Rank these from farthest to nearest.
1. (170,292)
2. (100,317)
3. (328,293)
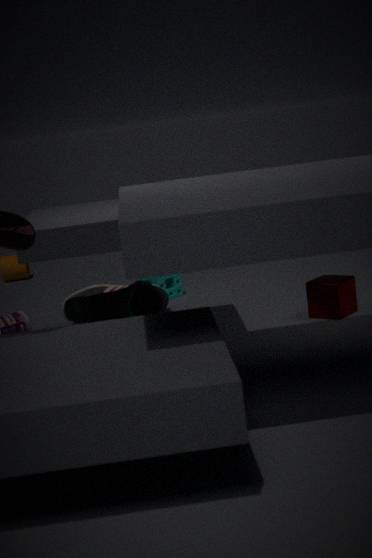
(170,292) → (100,317) → (328,293)
